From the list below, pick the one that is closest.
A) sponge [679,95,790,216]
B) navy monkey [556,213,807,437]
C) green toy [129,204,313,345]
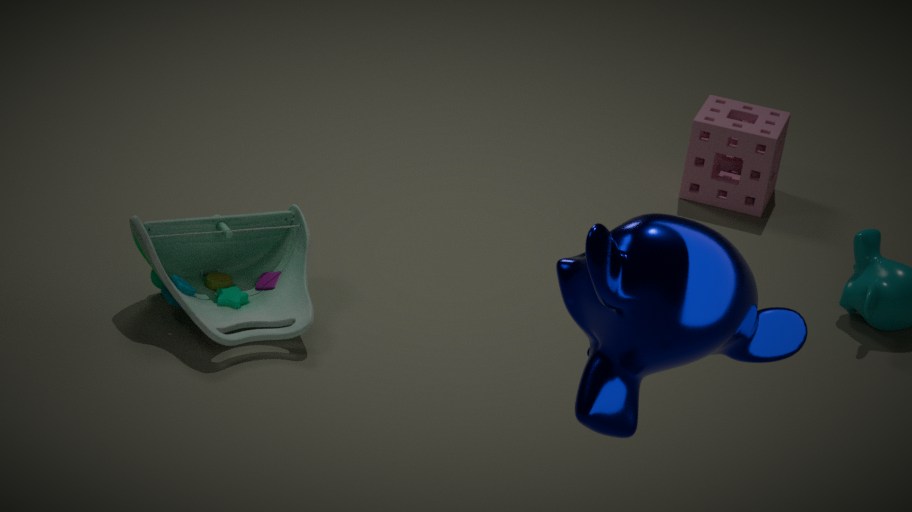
navy monkey [556,213,807,437]
